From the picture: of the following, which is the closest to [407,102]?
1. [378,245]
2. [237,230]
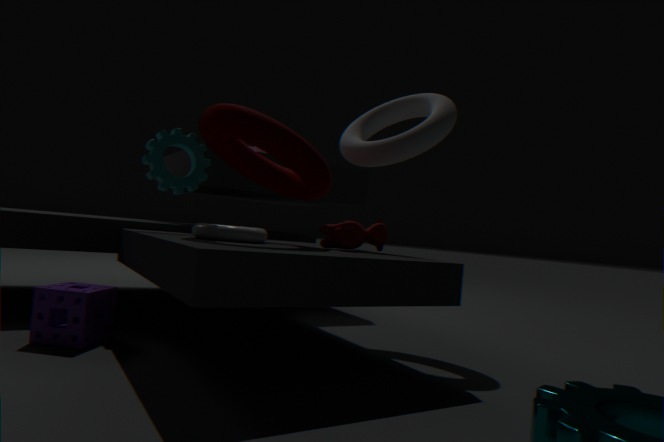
[378,245]
